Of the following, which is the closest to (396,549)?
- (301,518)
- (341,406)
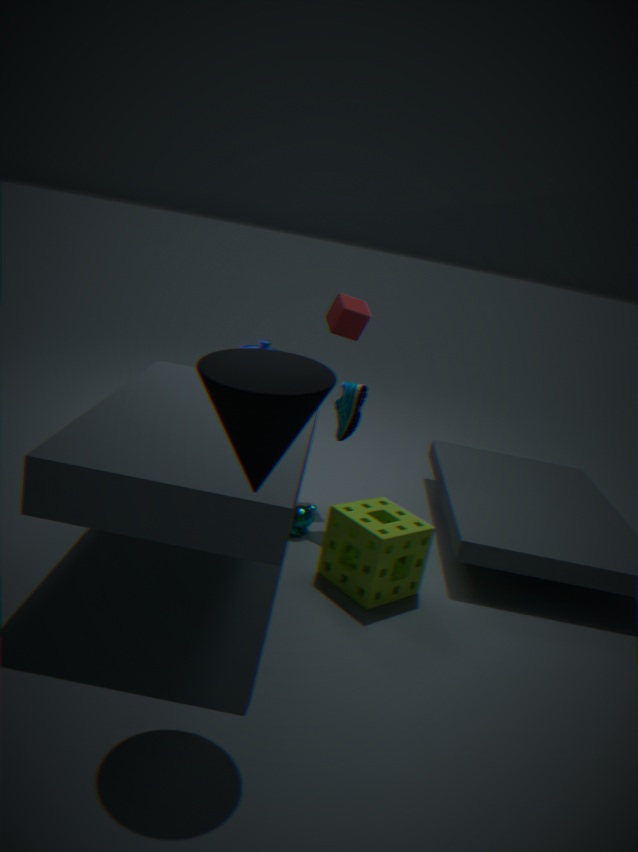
(301,518)
